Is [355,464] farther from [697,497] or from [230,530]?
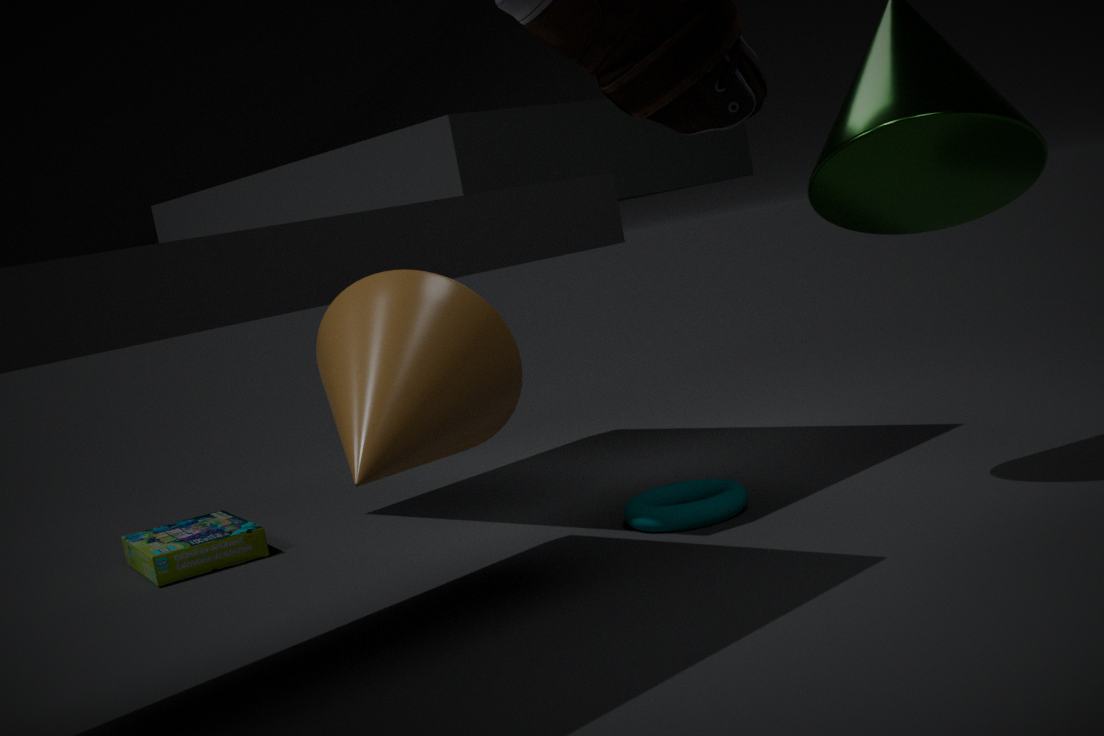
[230,530]
